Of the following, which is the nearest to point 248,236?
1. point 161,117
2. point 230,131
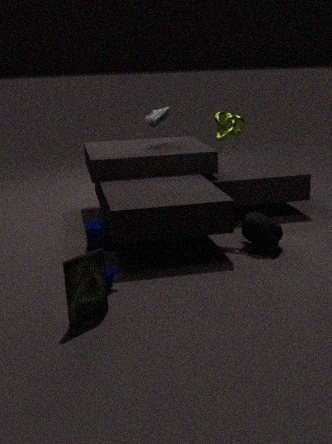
point 230,131
